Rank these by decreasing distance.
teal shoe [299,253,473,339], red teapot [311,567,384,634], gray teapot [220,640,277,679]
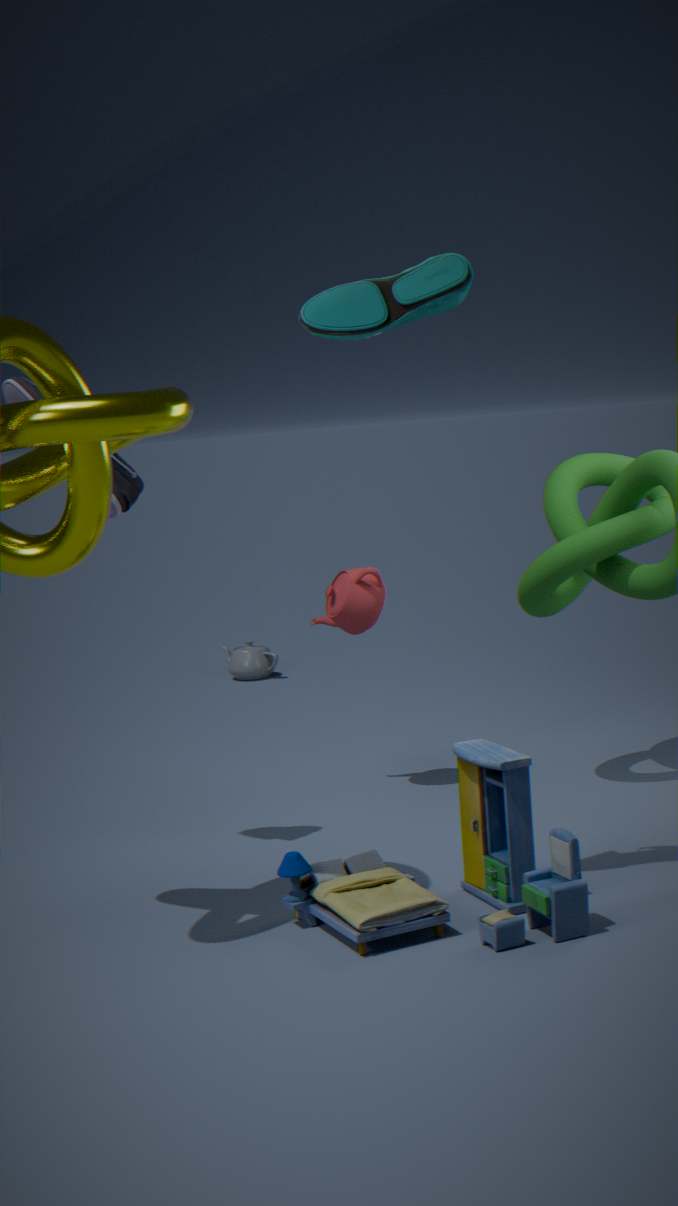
1. gray teapot [220,640,277,679]
2. red teapot [311,567,384,634]
3. teal shoe [299,253,473,339]
